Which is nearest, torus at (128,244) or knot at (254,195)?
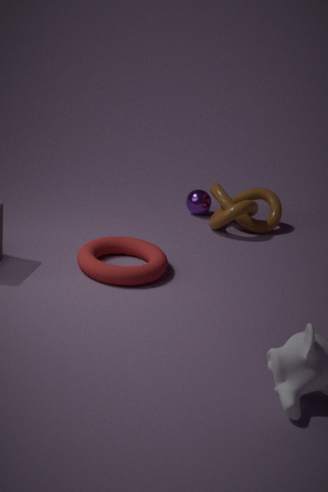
torus at (128,244)
